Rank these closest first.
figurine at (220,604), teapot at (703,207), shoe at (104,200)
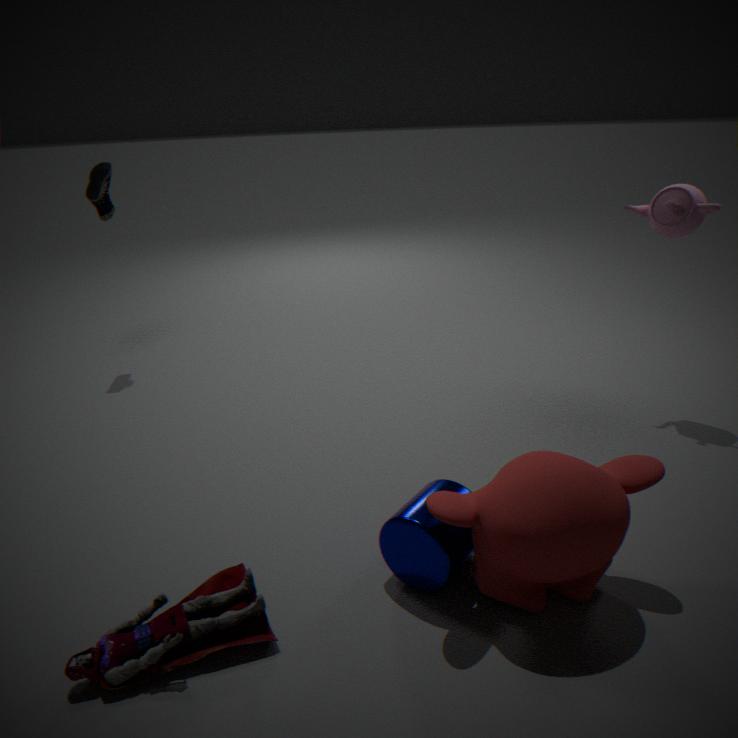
figurine at (220,604)
teapot at (703,207)
shoe at (104,200)
